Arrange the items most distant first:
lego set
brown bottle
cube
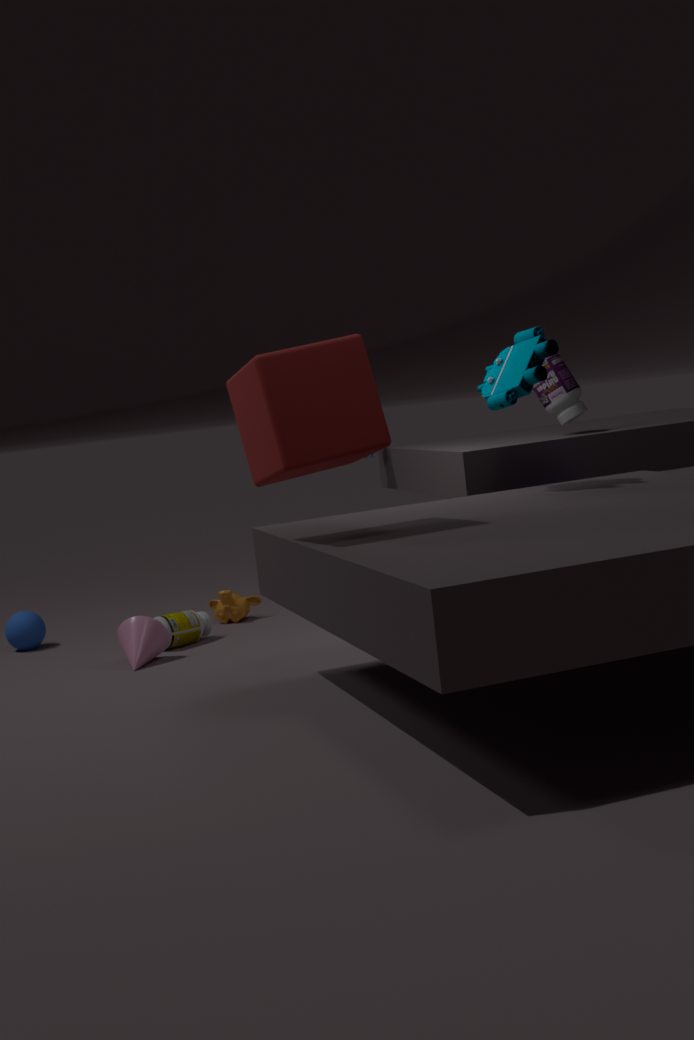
1. brown bottle
2. lego set
3. cube
